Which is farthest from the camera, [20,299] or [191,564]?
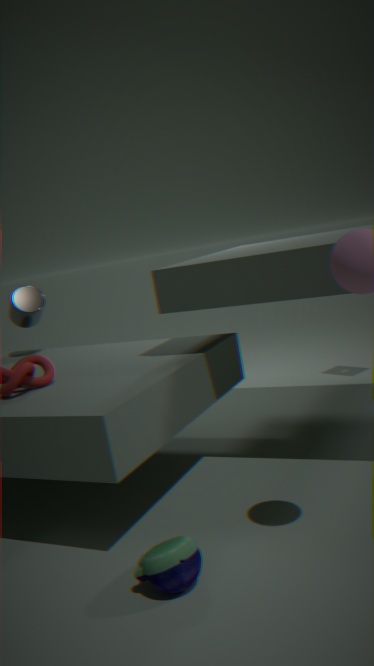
[20,299]
